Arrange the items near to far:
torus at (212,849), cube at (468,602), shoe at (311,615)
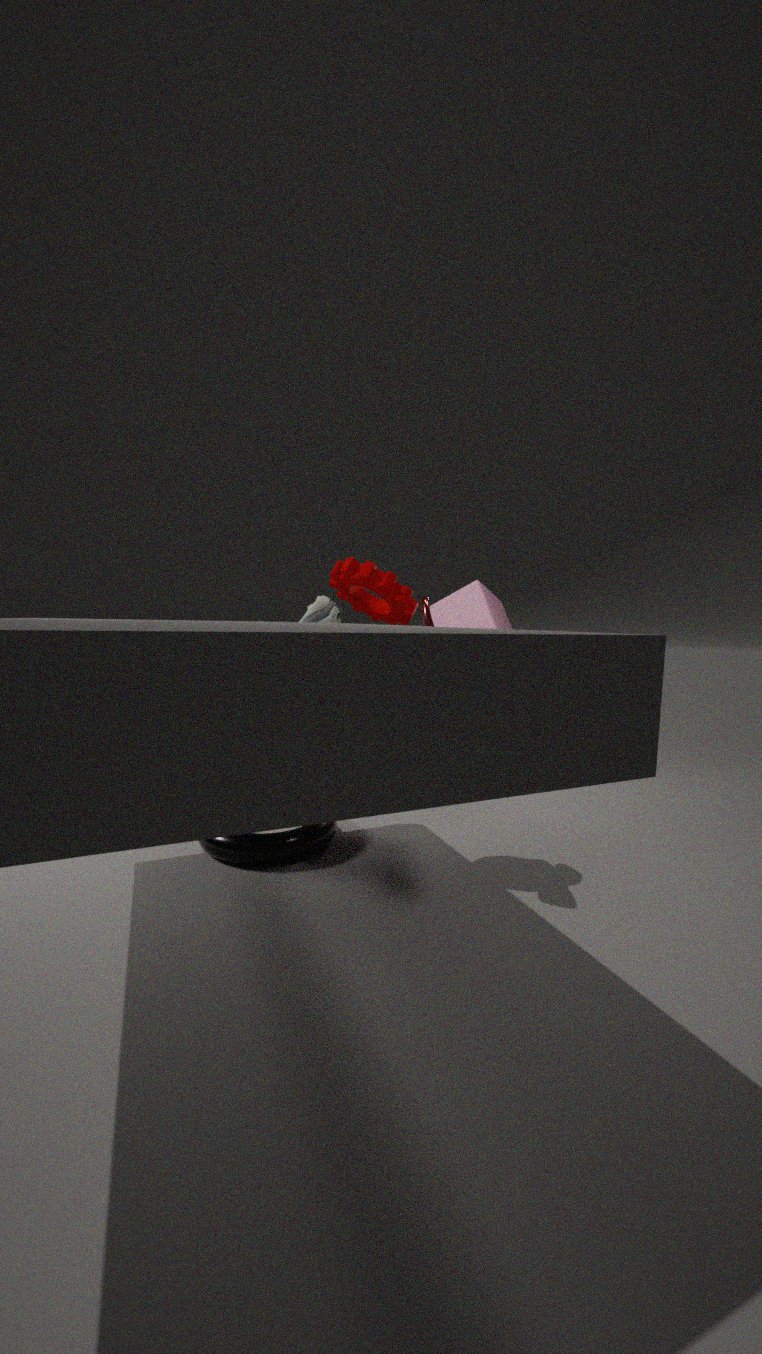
torus at (212,849) → shoe at (311,615) → cube at (468,602)
